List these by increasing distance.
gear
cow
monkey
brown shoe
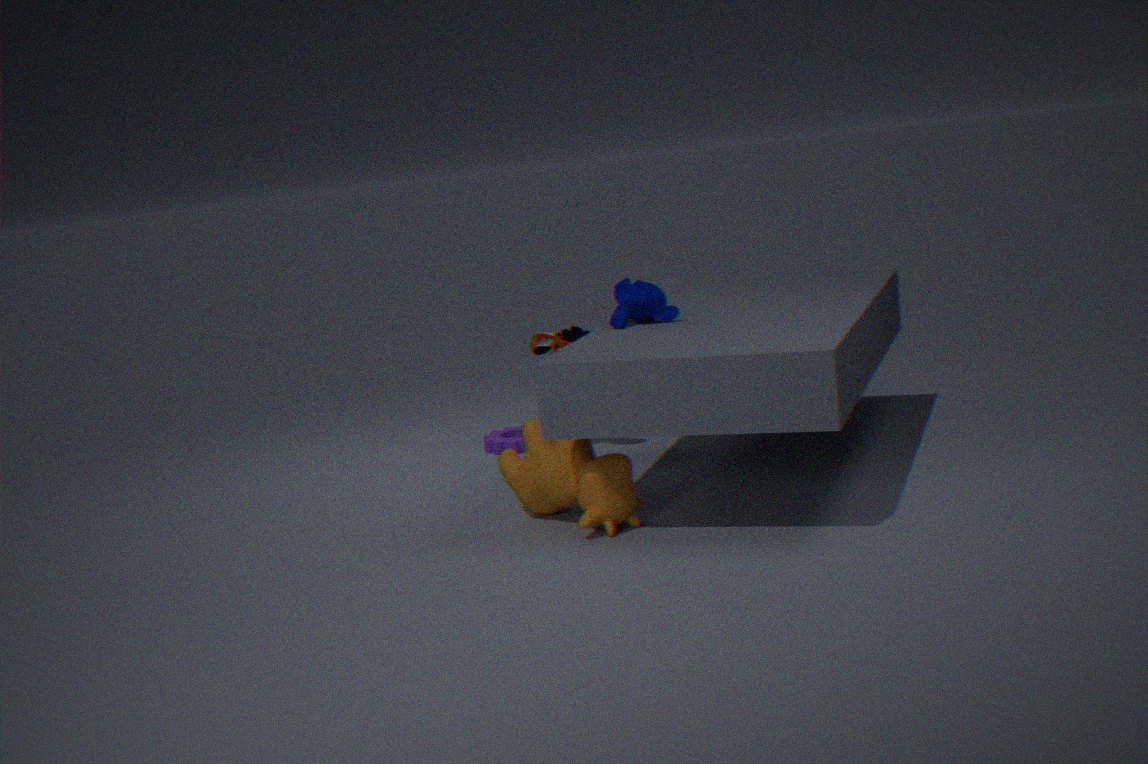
cow
monkey
brown shoe
gear
